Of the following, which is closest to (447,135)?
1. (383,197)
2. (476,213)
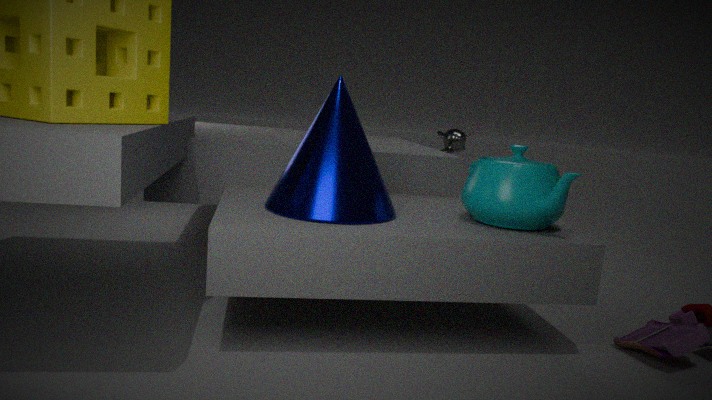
(476,213)
